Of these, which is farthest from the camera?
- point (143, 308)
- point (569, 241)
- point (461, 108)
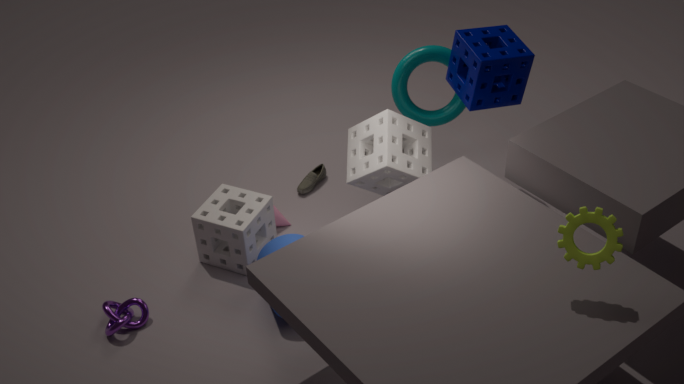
point (461, 108)
